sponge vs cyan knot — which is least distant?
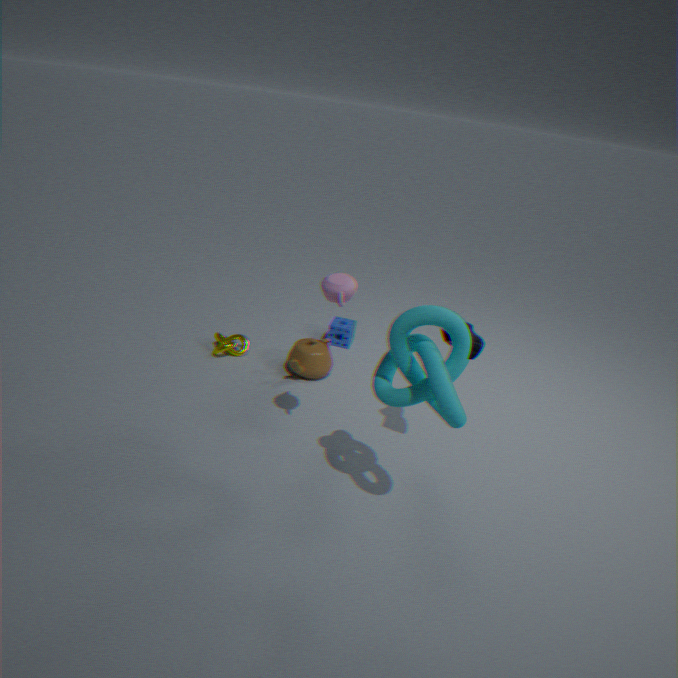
cyan knot
